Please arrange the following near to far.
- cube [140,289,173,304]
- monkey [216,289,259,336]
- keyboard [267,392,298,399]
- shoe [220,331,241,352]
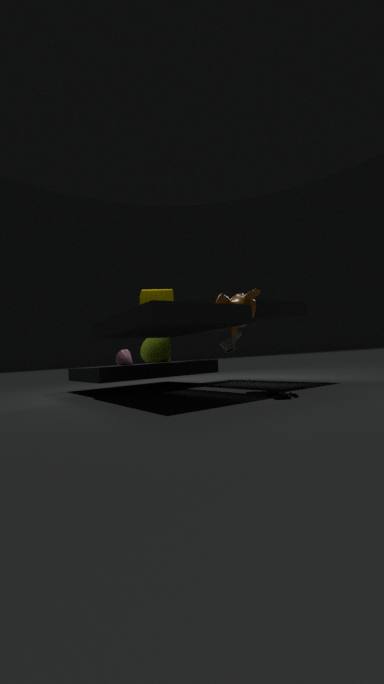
keyboard [267,392,298,399]
monkey [216,289,259,336]
cube [140,289,173,304]
shoe [220,331,241,352]
